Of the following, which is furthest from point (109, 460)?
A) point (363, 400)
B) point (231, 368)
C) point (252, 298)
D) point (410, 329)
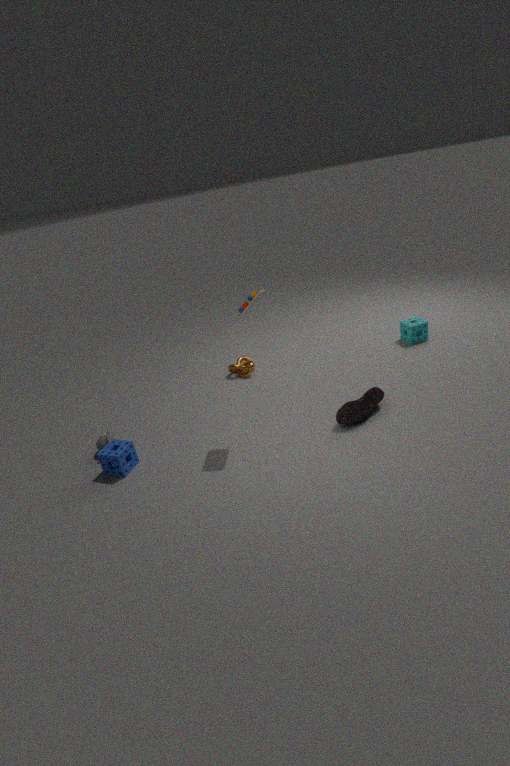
point (410, 329)
